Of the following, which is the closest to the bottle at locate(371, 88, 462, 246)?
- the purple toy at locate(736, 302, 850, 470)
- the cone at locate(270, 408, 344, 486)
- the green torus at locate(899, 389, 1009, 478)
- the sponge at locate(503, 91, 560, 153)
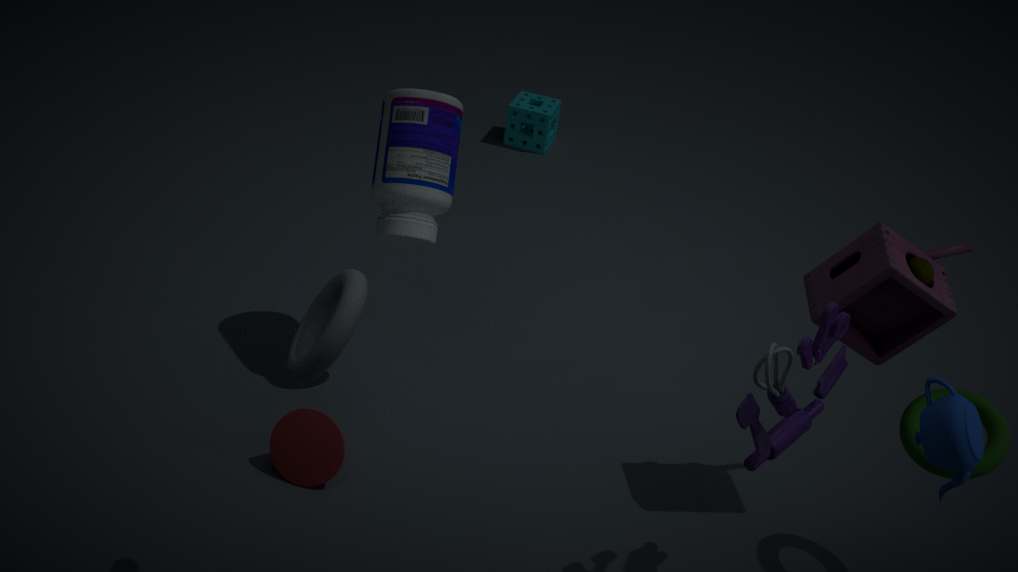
the cone at locate(270, 408, 344, 486)
